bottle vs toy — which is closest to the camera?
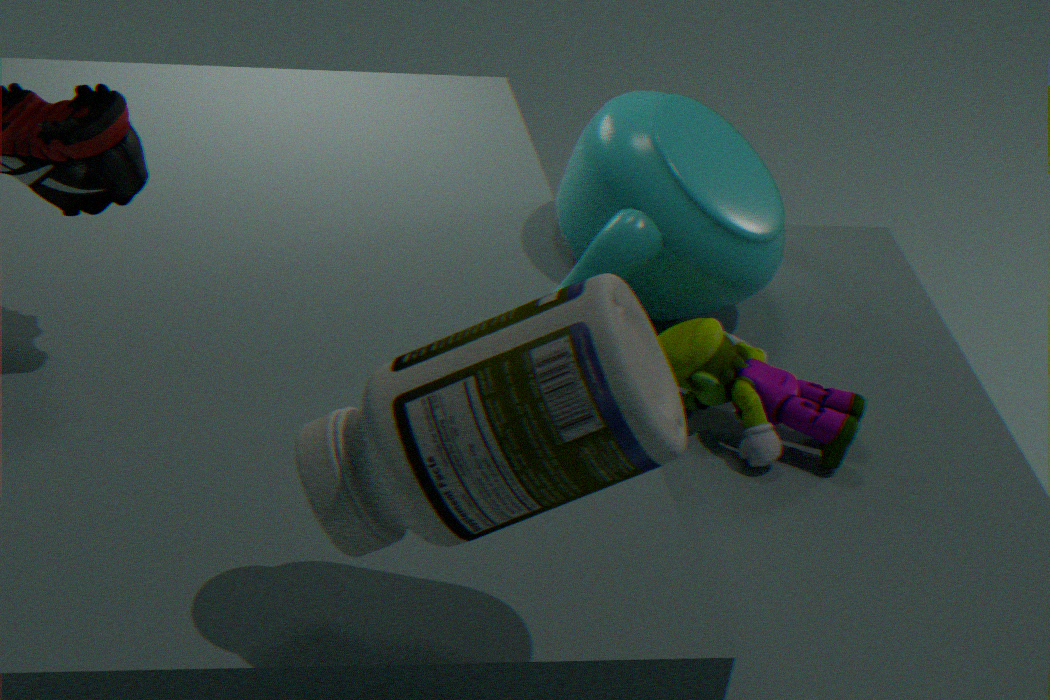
bottle
